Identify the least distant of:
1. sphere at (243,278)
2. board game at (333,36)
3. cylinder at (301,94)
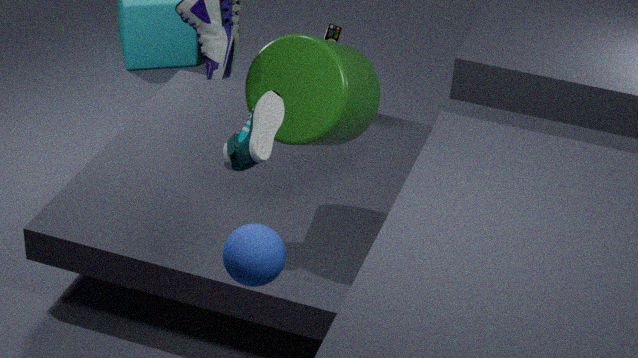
sphere at (243,278)
